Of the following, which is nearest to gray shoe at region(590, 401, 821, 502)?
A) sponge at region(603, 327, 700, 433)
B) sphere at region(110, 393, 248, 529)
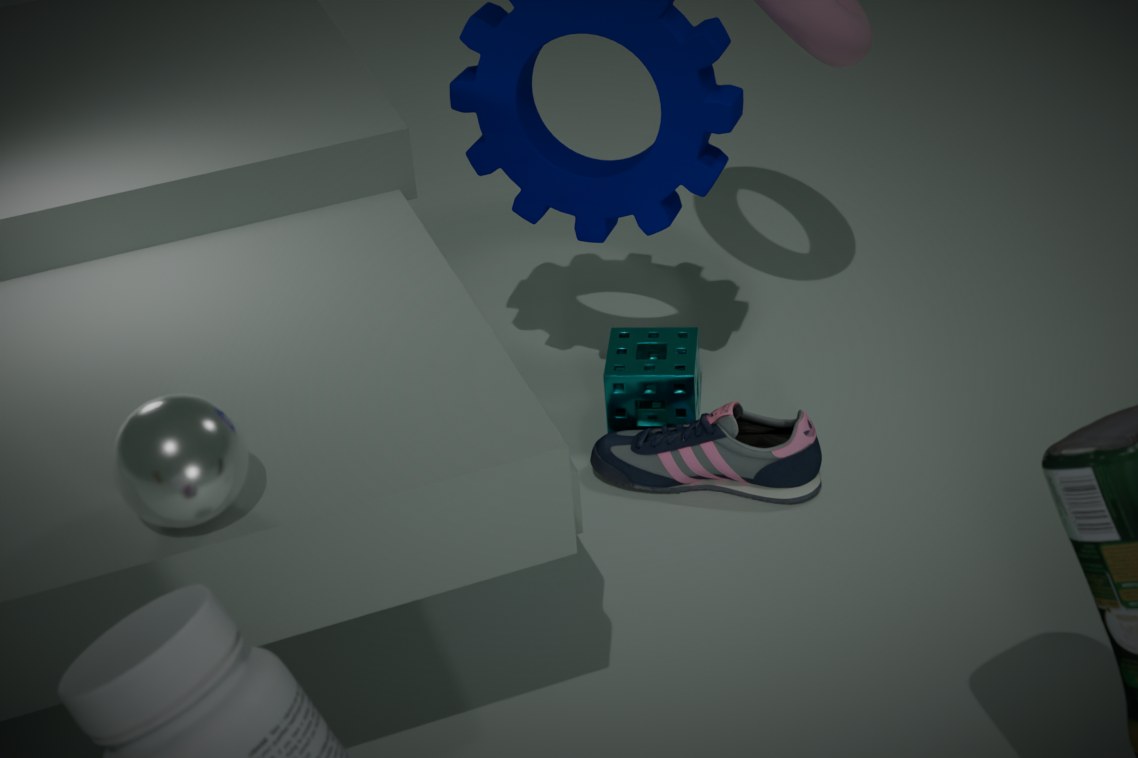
sponge at region(603, 327, 700, 433)
